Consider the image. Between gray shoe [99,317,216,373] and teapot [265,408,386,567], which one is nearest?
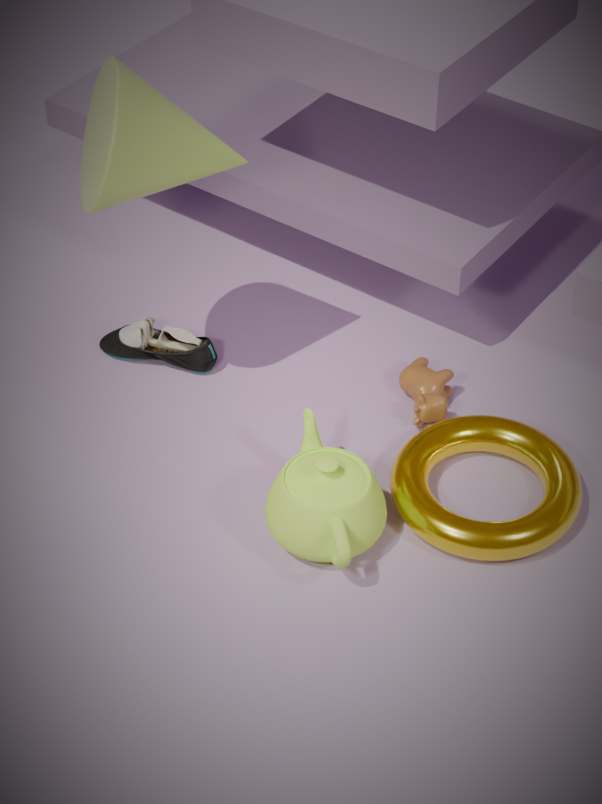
teapot [265,408,386,567]
